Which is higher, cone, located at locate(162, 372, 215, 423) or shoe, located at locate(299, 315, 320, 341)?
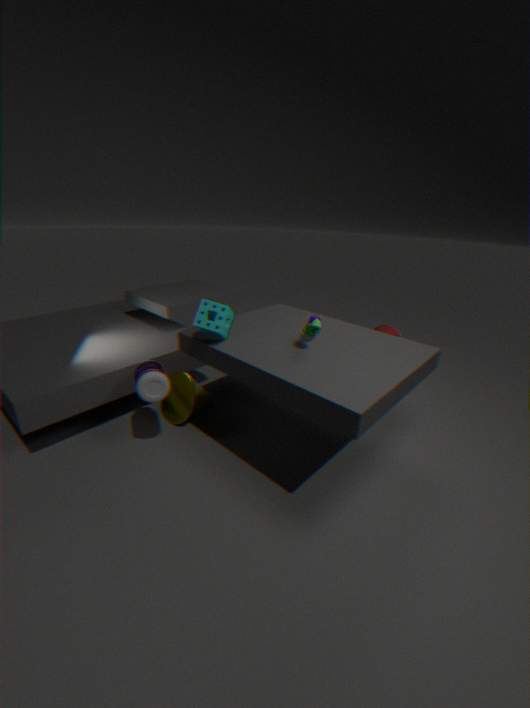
shoe, located at locate(299, 315, 320, 341)
